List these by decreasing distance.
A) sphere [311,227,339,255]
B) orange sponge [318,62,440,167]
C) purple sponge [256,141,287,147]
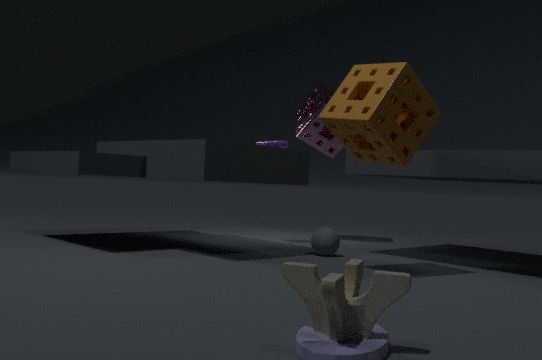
purple sponge [256,141,287,147] < sphere [311,227,339,255] < orange sponge [318,62,440,167]
